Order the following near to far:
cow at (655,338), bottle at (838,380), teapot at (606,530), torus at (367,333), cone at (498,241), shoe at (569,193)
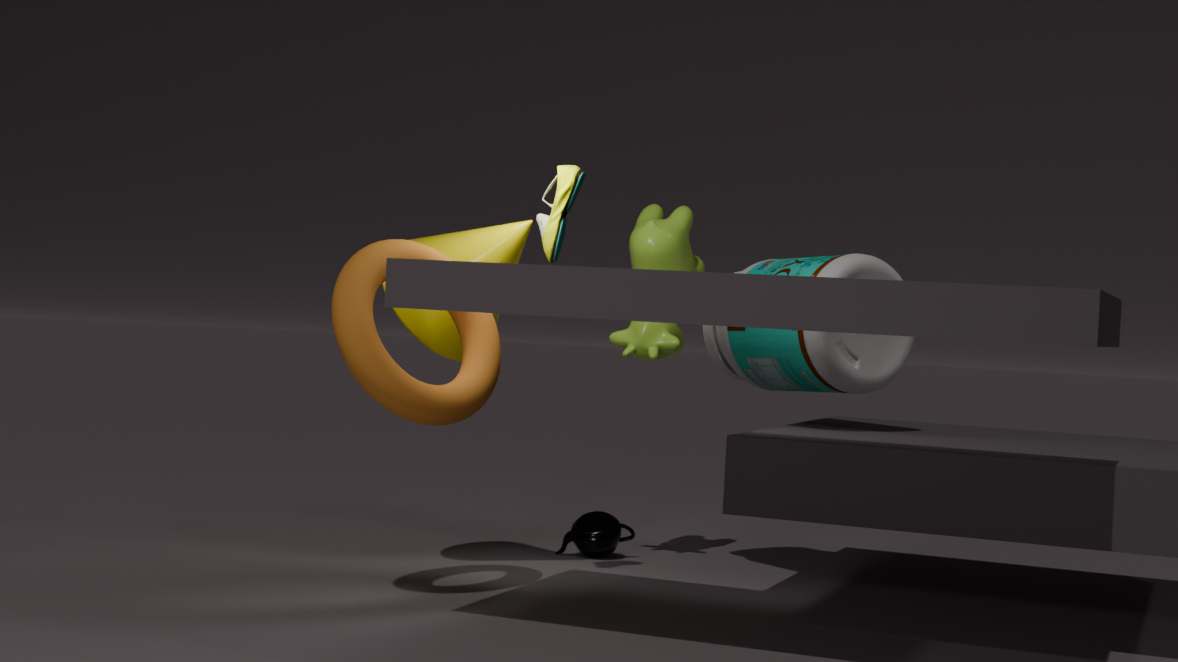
1. torus at (367,333)
2. shoe at (569,193)
3. cone at (498,241)
4. bottle at (838,380)
5. cow at (655,338)
6. teapot at (606,530)
